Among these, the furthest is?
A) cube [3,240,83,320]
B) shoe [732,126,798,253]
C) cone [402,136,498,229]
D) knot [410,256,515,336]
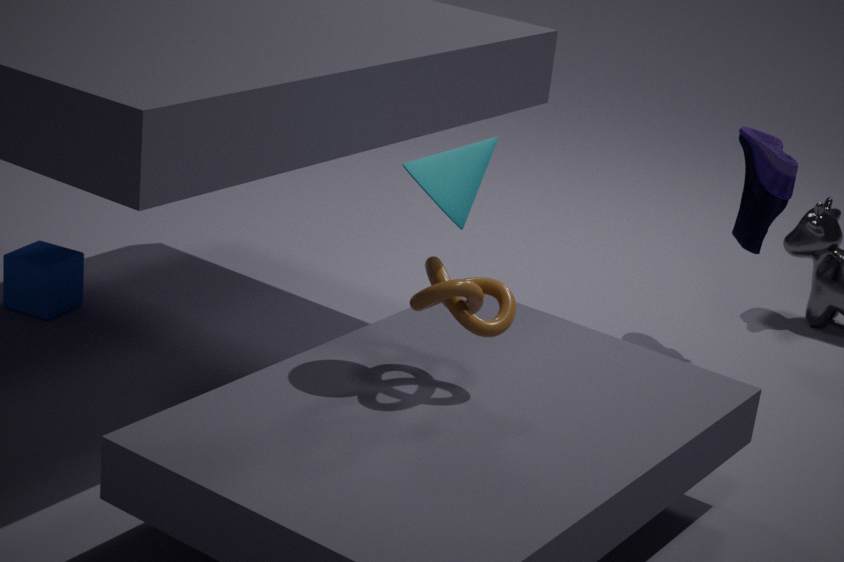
shoe [732,126,798,253]
